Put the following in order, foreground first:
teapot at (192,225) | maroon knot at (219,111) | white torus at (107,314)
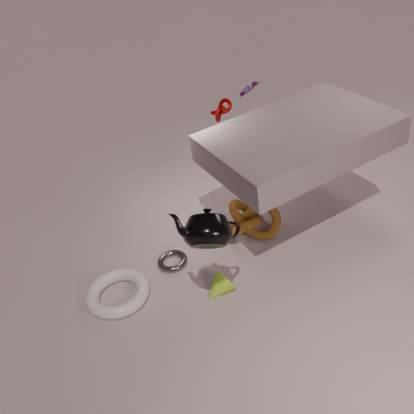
1. teapot at (192,225)
2. white torus at (107,314)
3. maroon knot at (219,111)
